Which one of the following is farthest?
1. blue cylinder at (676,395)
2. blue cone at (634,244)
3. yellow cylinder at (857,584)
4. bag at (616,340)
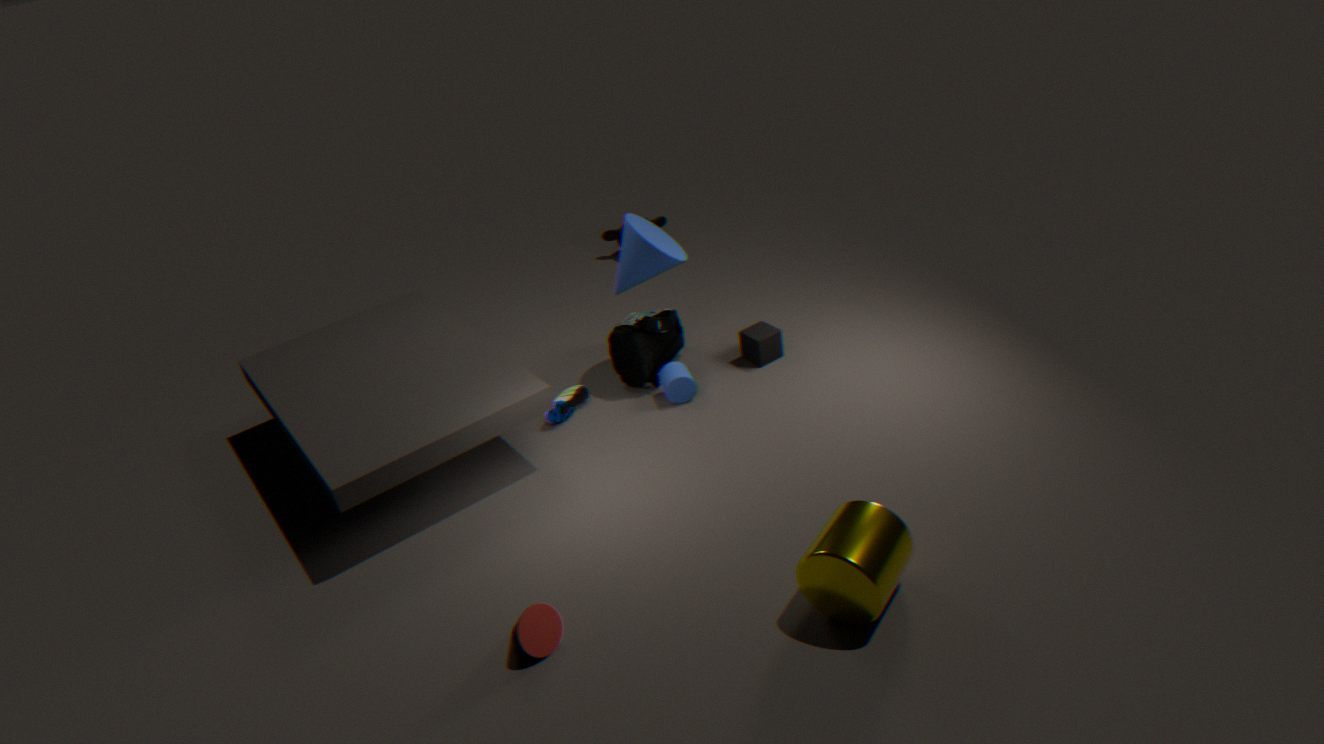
bag at (616,340)
